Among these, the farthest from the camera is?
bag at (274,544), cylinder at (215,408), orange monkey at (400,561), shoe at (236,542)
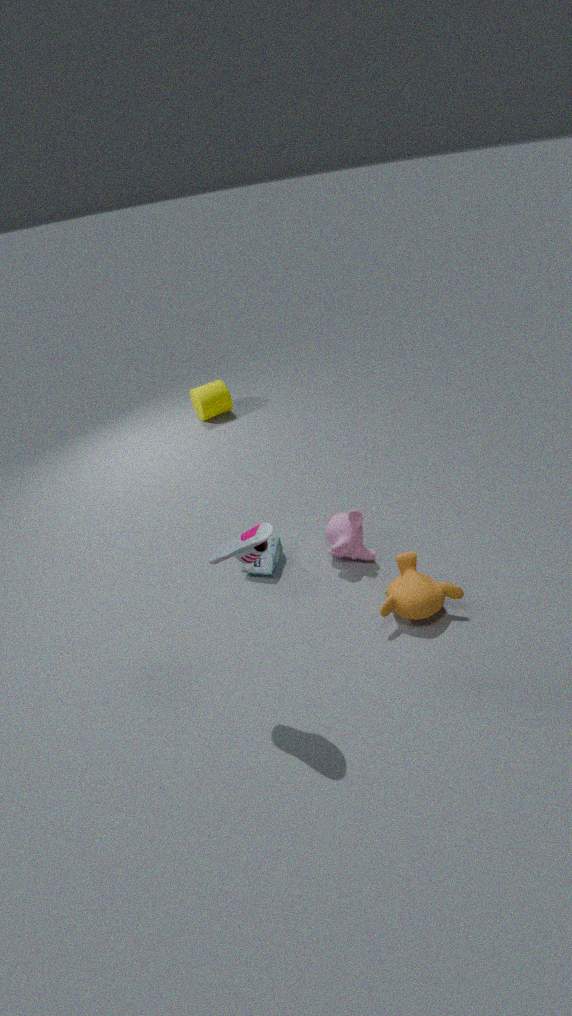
cylinder at (215,408)
